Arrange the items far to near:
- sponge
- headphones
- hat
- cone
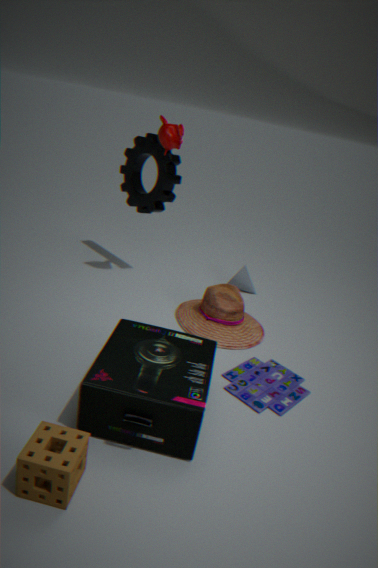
cone, hat, headphones, sponge
